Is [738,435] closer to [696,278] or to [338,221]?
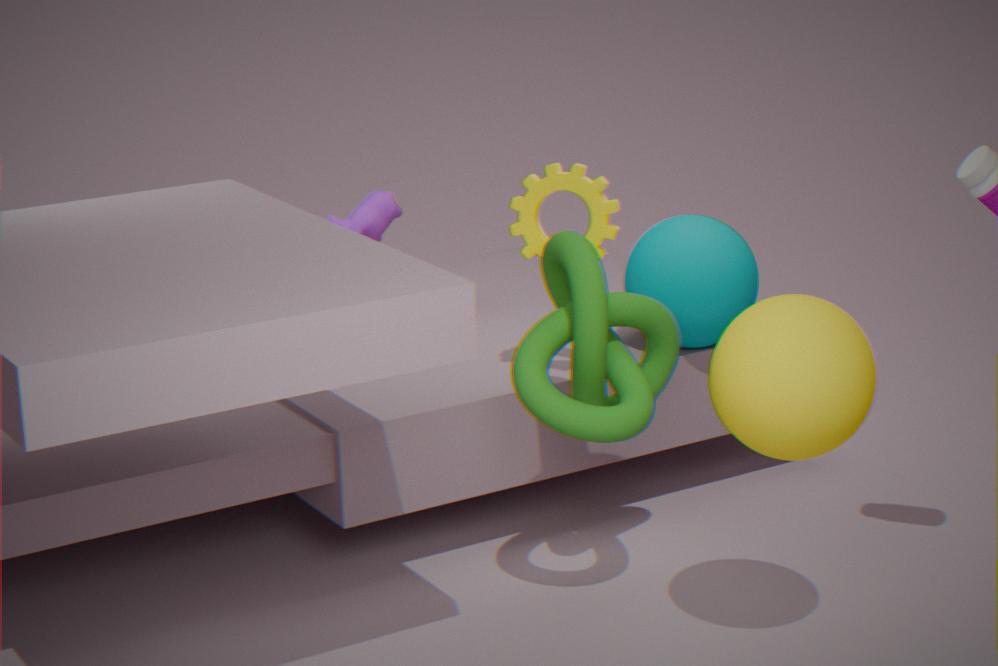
[696,278]
